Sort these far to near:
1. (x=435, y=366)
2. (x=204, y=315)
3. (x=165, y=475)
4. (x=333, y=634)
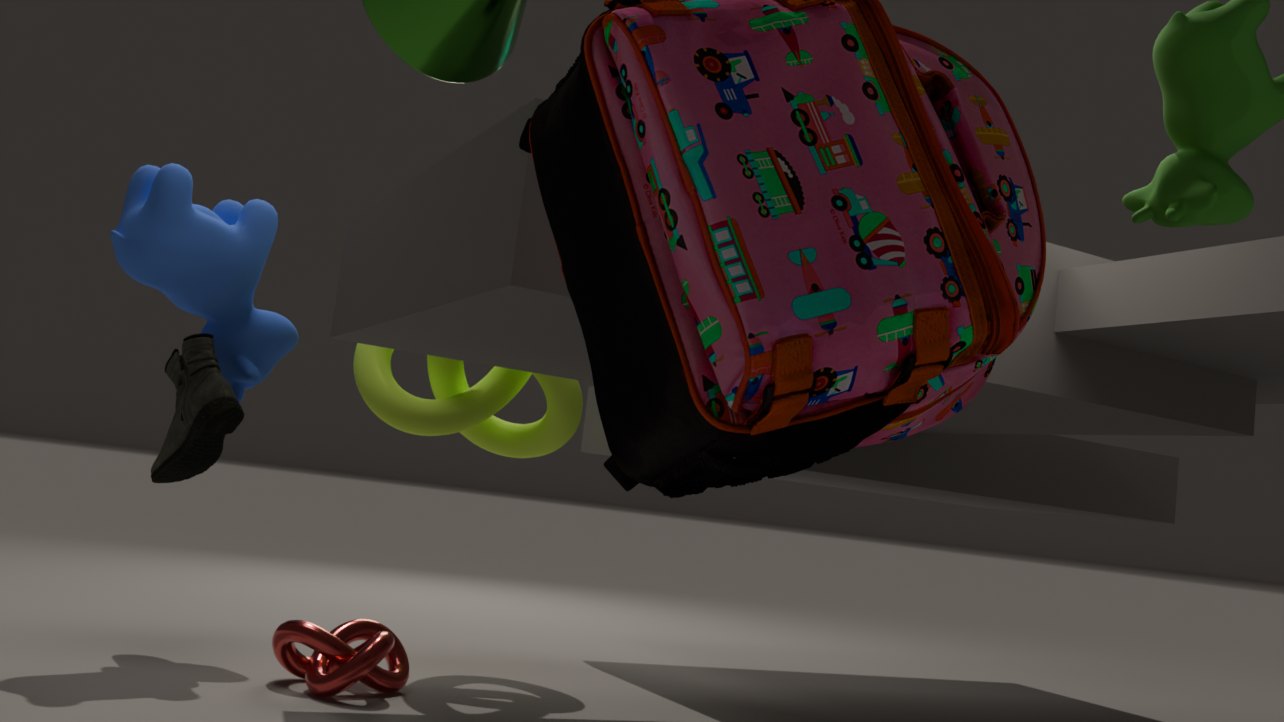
1. (x=435, y=366)
2. (x=204, y=315)
3. (x=165, y=475)
4. (x=333, y=634)
